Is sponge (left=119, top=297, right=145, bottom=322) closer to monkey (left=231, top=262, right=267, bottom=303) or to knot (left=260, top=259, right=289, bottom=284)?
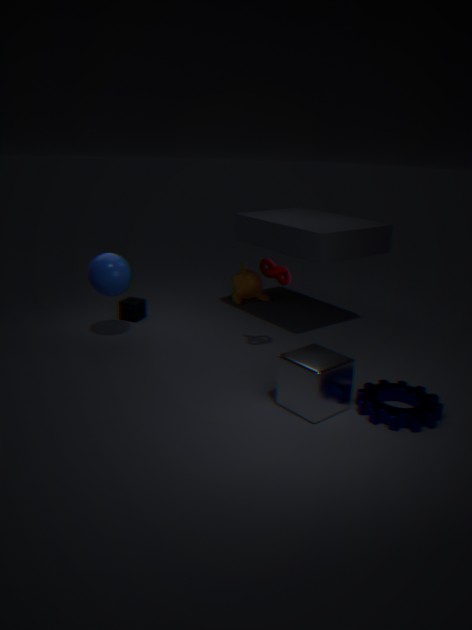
monkey (left=231, top=262, right=267, bottom=303)
